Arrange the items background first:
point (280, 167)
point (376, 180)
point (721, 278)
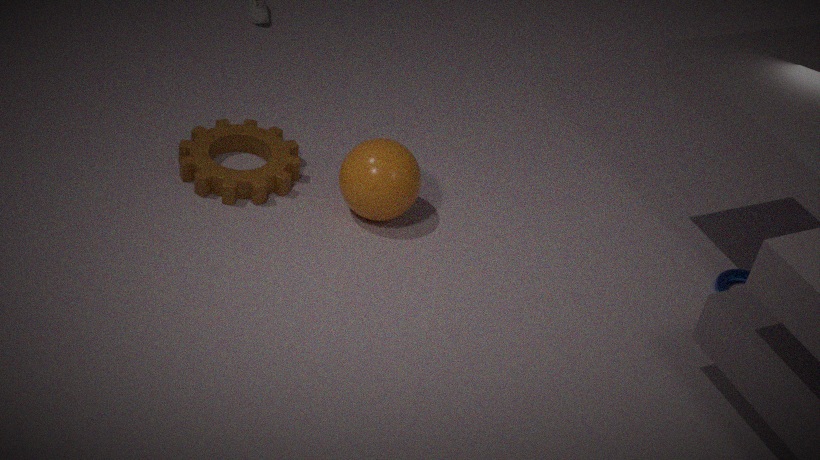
point (280, 167)
point (721, 278)
point (376, 180)
